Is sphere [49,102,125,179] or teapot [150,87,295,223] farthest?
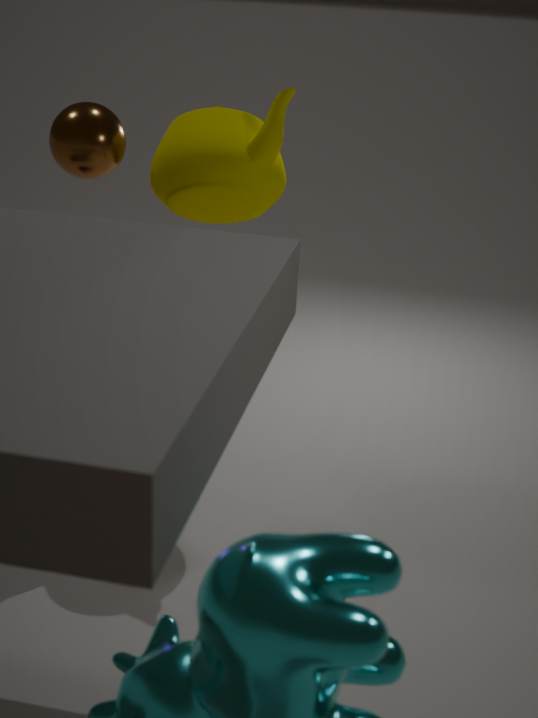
teapot [150,87,295,223]
